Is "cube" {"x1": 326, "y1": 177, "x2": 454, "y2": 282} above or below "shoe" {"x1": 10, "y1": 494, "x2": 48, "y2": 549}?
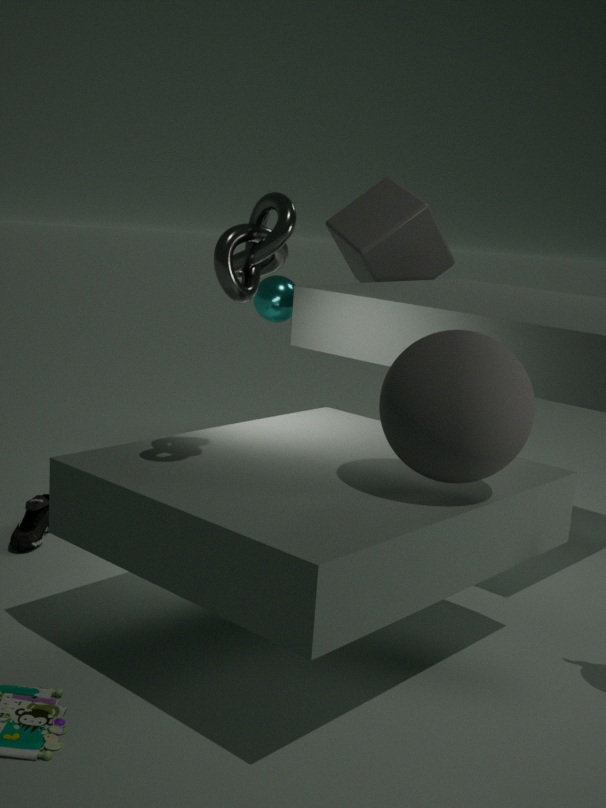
above
